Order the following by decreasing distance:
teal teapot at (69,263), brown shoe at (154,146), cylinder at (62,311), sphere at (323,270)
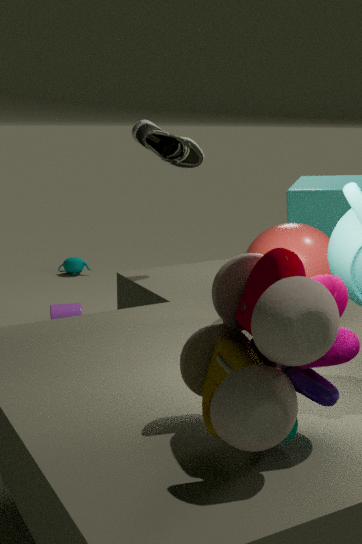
teal teapot at (69,263) < cylinder at (62,311) < brown shoe at (154,146) < sphere at (323,270)
